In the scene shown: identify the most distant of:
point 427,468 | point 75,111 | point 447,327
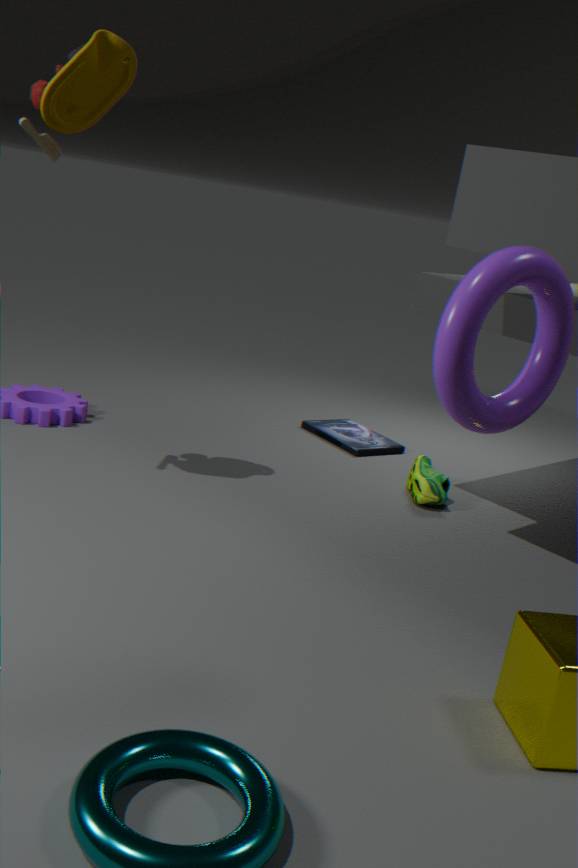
point 427,468
